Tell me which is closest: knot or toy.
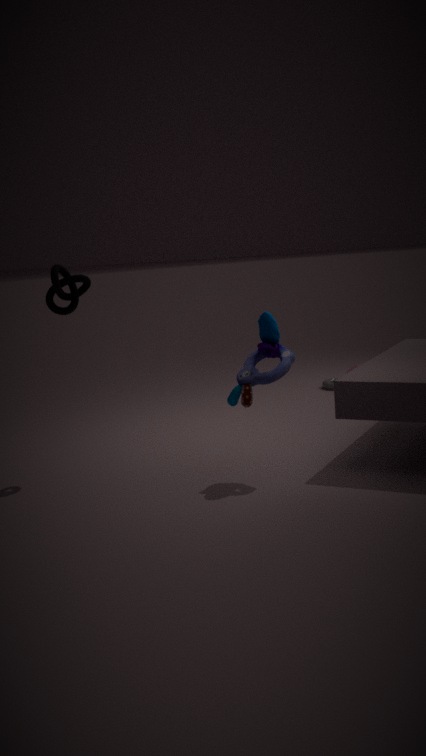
toy
